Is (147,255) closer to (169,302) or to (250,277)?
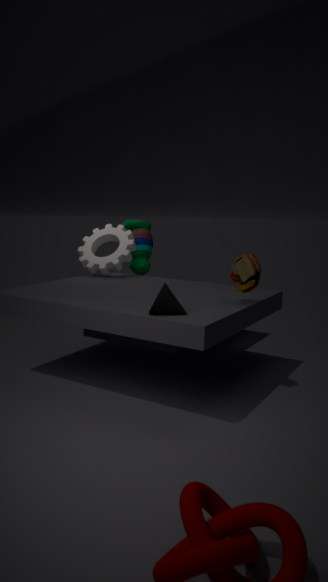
(250,277)
